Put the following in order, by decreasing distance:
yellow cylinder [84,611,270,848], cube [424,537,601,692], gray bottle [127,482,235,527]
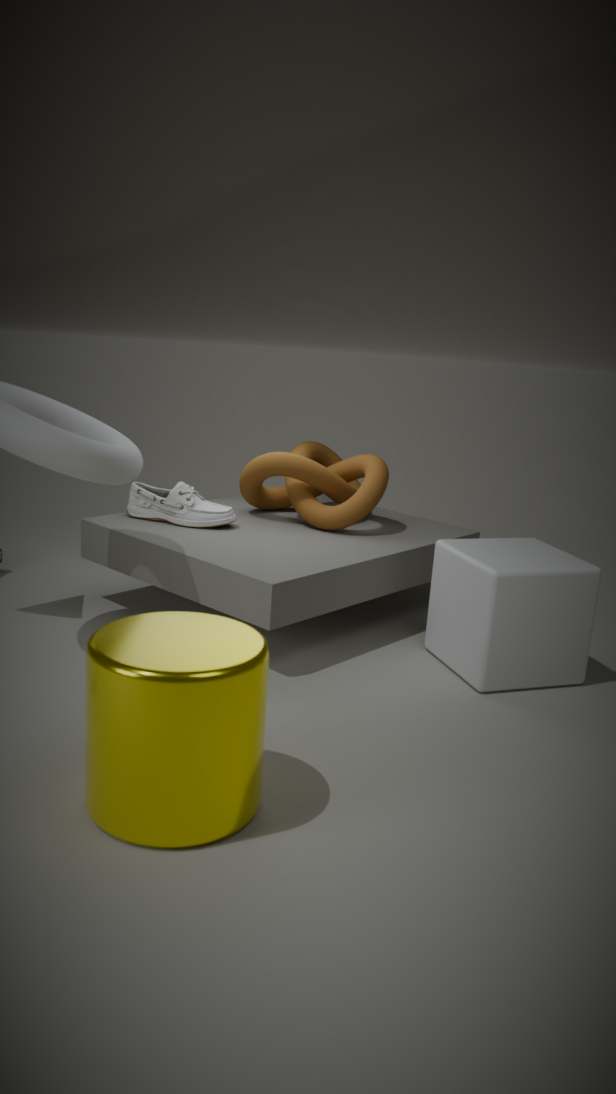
gray bottle [127,482,235,527], cube [424,537,601,692], yellow cylinder [84,611,270,848]
